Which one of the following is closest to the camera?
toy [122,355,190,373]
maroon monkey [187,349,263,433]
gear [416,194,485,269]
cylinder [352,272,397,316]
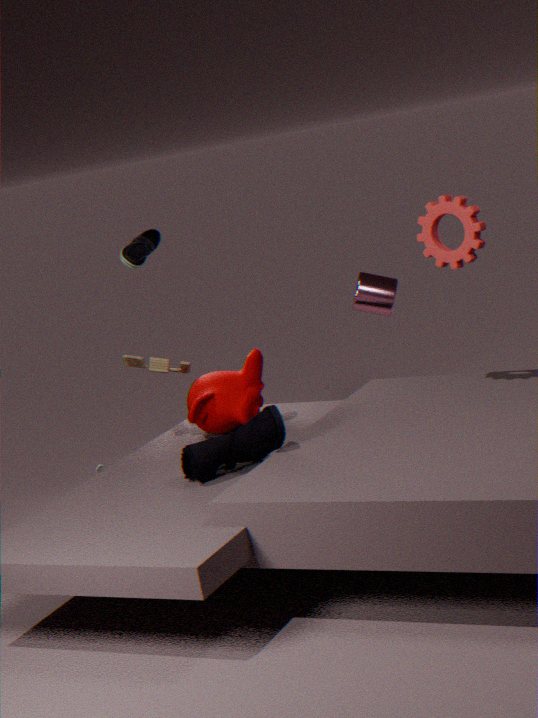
gear [416,194,485,269]
